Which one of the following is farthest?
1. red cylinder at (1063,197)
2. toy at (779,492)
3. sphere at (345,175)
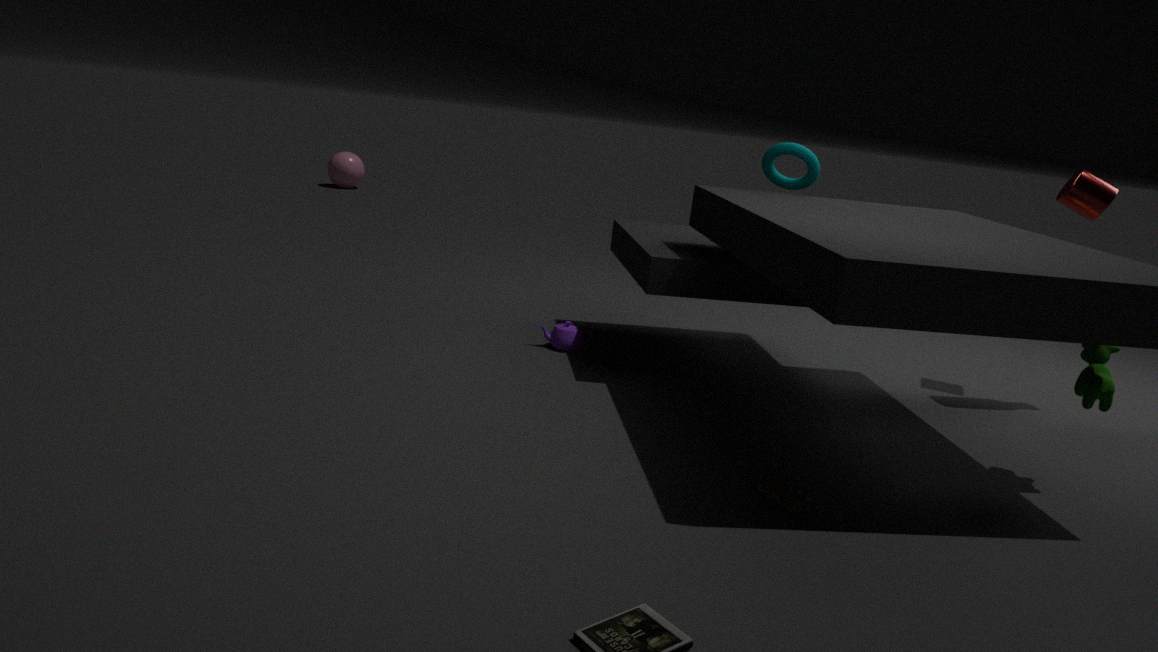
sphere at (345,175)
